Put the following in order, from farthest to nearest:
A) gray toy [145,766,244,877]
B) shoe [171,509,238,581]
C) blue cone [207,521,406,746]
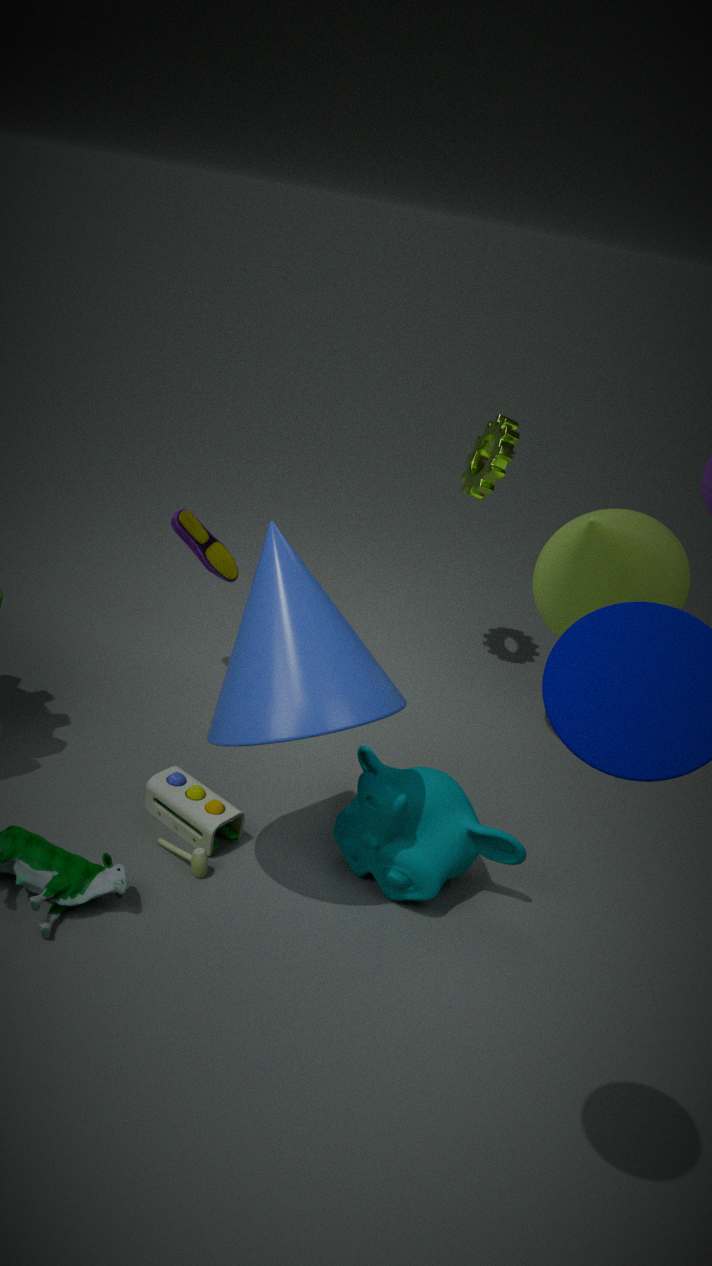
shoe [171,509,238,581]
gray toy [145,766,244,877]
blue cone [207,521,406,746]
